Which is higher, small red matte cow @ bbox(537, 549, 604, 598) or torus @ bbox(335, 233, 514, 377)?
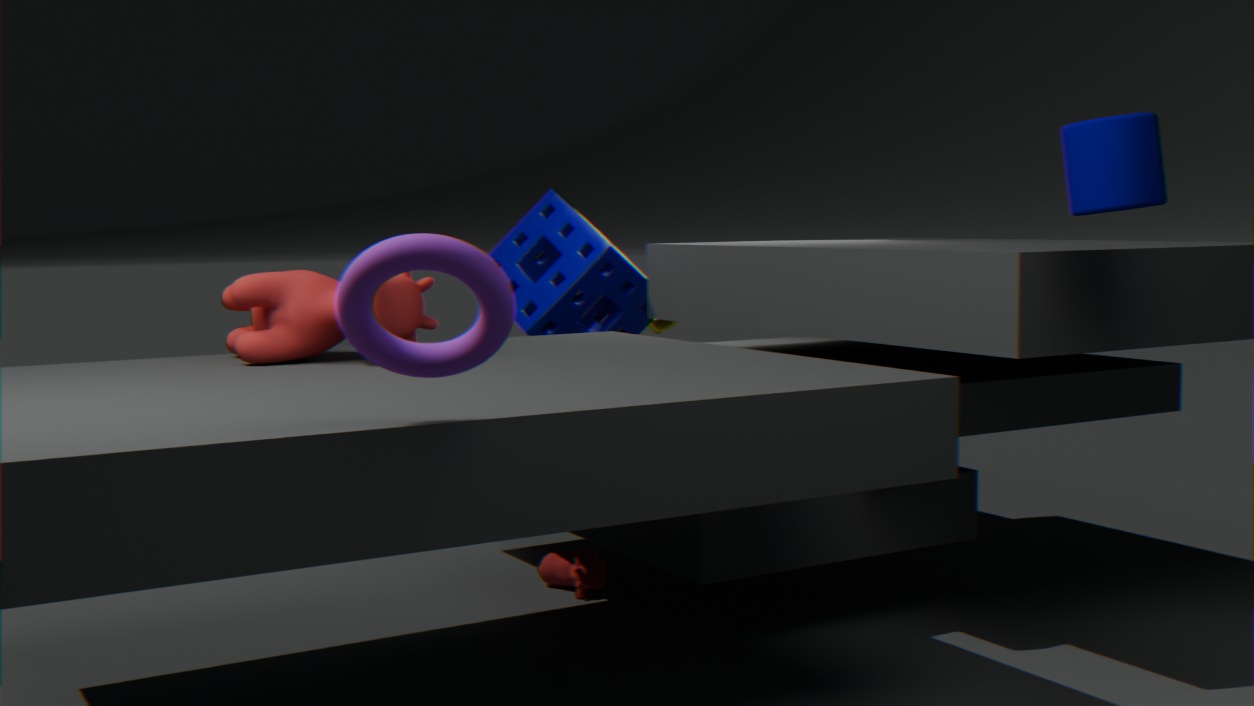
torus @ bbox(335, 233, 514, 377)
